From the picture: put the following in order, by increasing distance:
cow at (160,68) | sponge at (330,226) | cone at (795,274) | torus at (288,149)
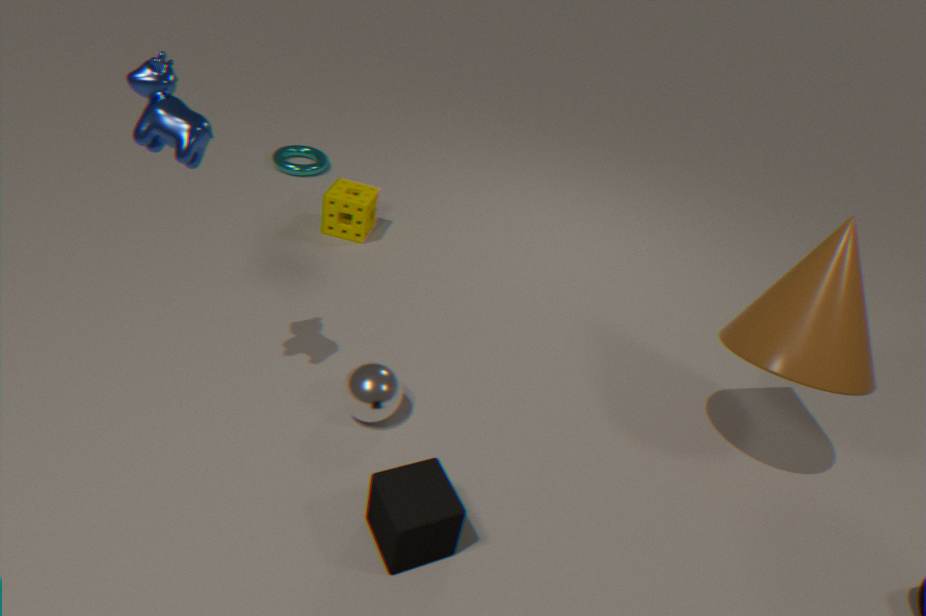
1. cow at (160,68)
2. cone at (795,274)
3. sponge at (330,226)
4. torus at (288,149)
